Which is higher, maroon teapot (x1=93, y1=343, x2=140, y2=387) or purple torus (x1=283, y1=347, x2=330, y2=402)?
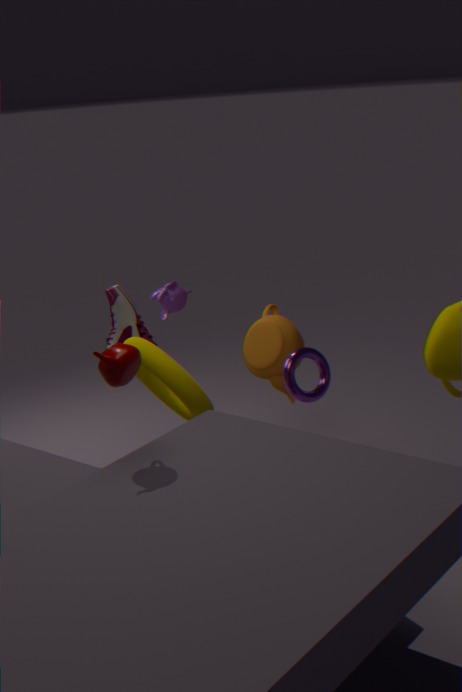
maroon teapot (x1=93, y1=343, x2=140, y2=387)
